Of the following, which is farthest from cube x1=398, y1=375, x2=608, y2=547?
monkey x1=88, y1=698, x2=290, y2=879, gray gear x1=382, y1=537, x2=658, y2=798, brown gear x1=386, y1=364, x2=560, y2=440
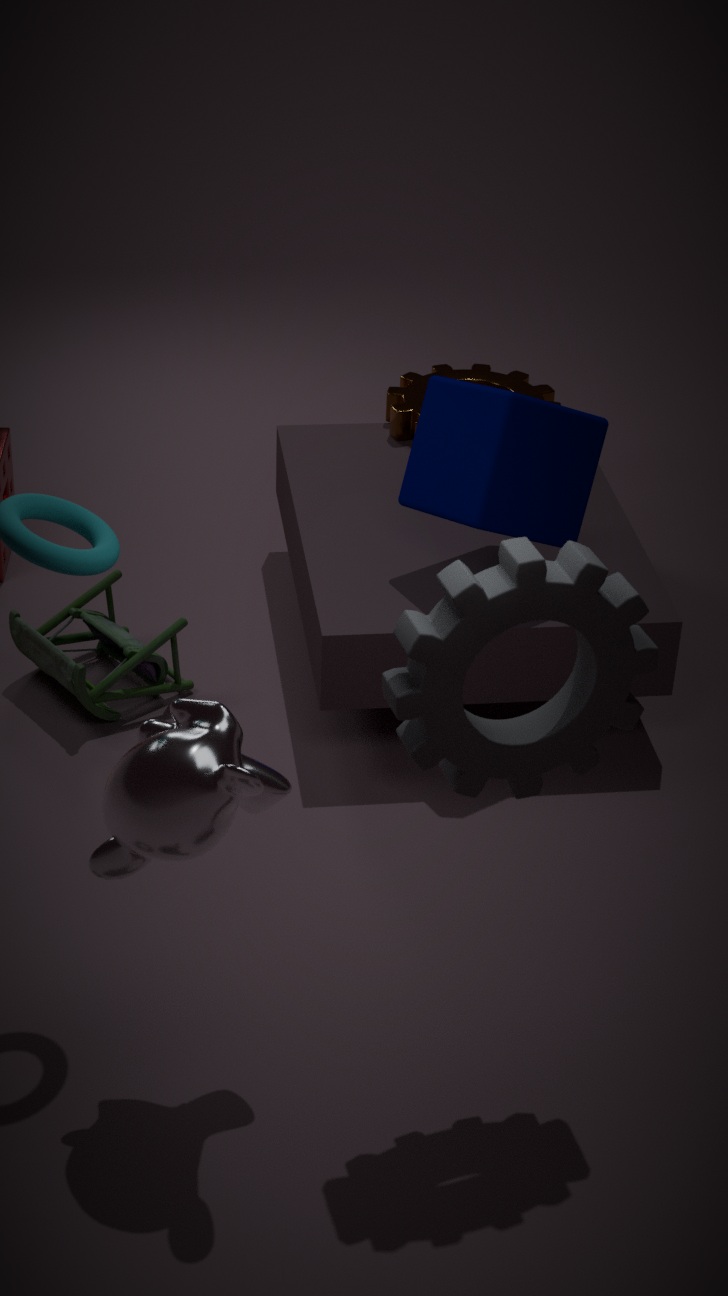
monkey x1=88, y1=698, x2=290, y2=879
